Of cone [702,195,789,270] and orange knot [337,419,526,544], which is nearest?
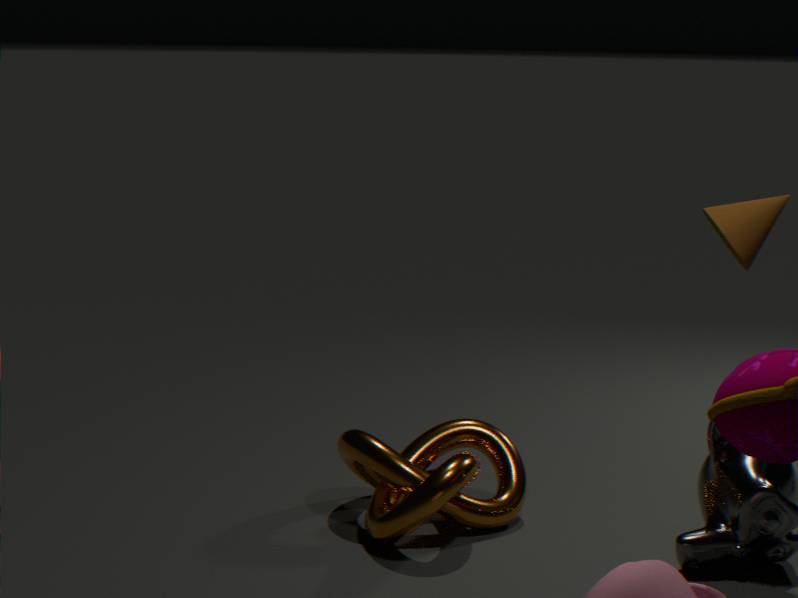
orange knot [337,419,526,544]
